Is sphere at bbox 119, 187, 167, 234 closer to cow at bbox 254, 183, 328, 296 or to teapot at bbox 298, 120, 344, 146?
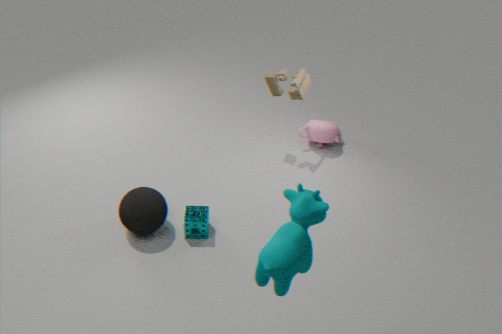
cow at bbox 254, 183, 328, 296
